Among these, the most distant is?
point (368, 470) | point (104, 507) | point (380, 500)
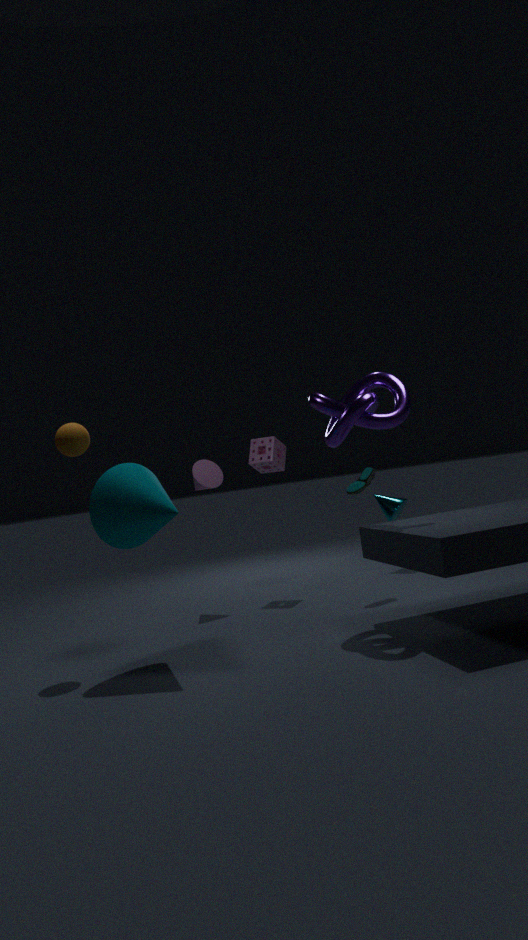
point (380, 500)
